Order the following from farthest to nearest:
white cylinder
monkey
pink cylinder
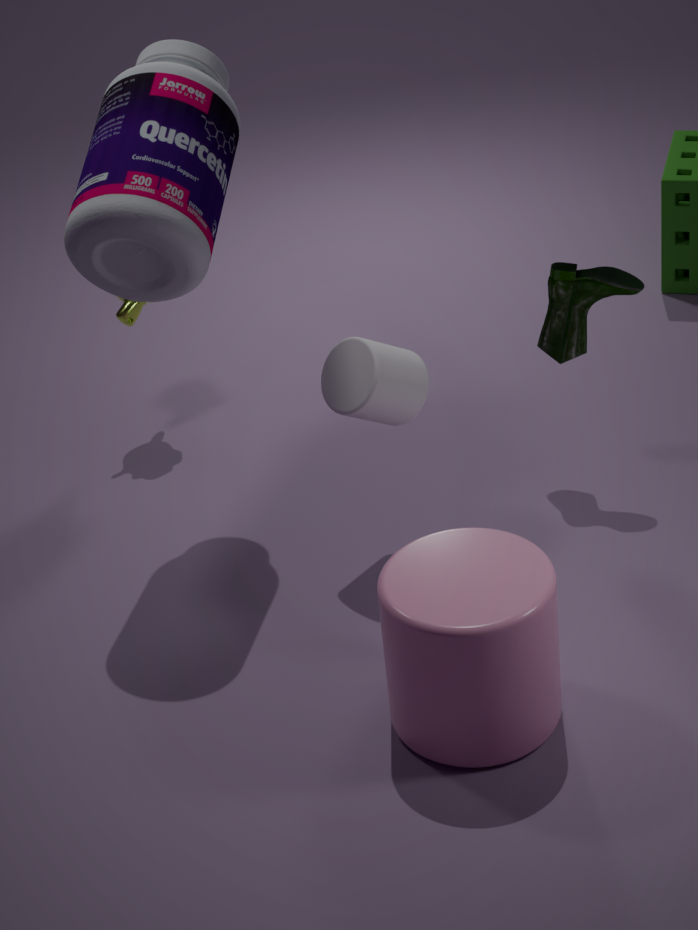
monkey < white cylinder < pink cylinder
